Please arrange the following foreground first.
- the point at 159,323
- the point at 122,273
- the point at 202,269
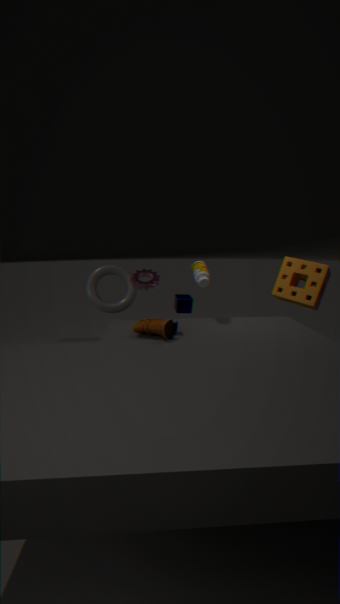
1. the point at 159,323
2. the point at 202,269
3. the point at 122,273
